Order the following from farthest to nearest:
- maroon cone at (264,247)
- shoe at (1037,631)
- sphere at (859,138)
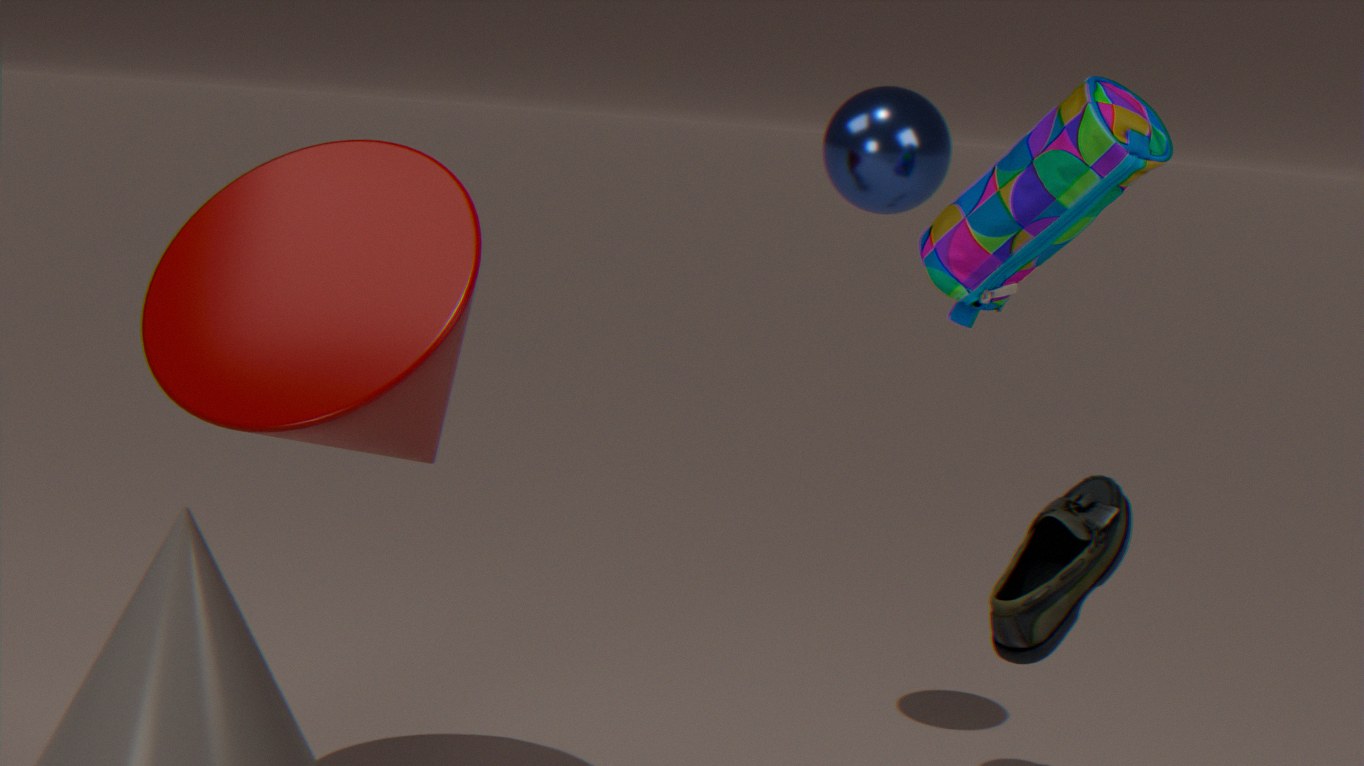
sphere at (859,138) < maroon cone at (264,247) < shoe at (1037,631)
